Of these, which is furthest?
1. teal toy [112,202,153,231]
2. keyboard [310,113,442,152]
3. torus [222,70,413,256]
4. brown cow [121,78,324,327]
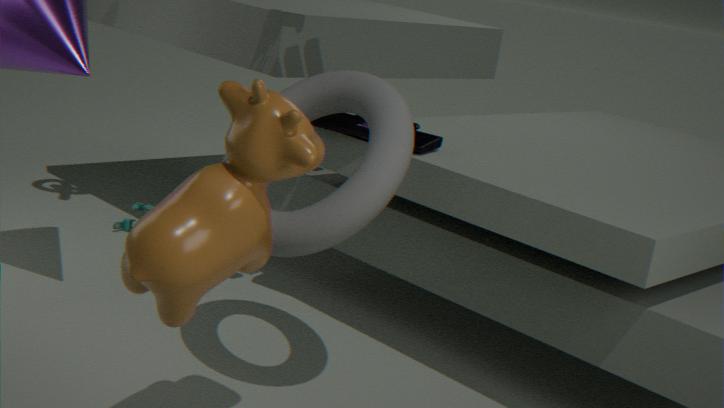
teal toy [112,202,153,231]
